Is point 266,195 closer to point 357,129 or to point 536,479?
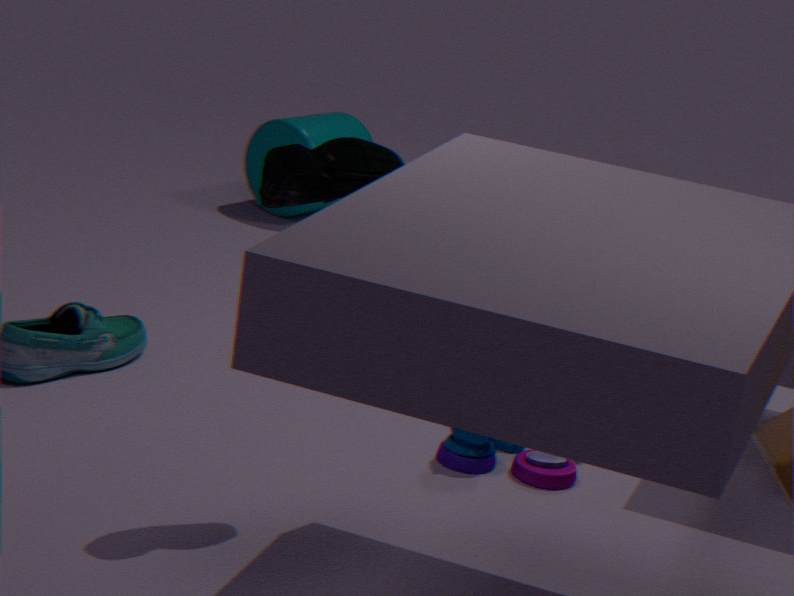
point 536,479
